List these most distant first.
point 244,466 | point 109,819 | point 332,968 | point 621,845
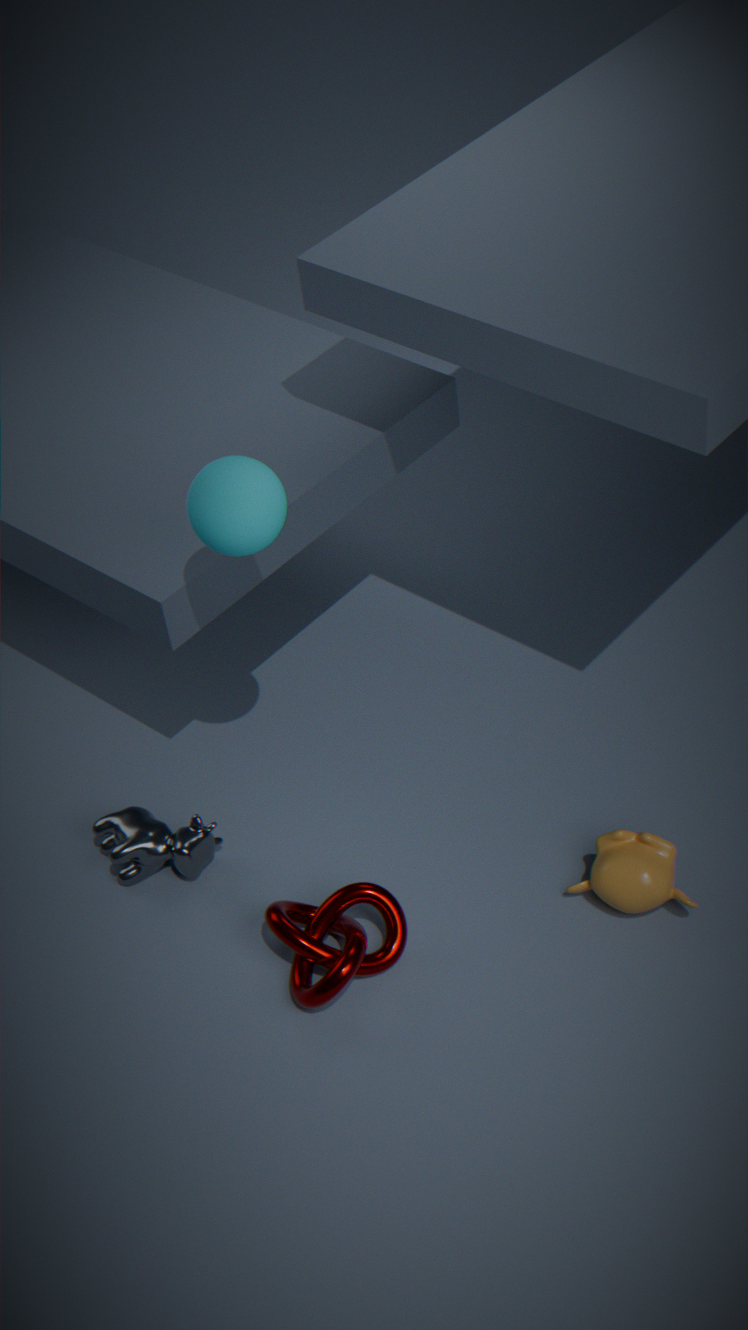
point 109,819, point 621,845, point 332,968, point 244,466
